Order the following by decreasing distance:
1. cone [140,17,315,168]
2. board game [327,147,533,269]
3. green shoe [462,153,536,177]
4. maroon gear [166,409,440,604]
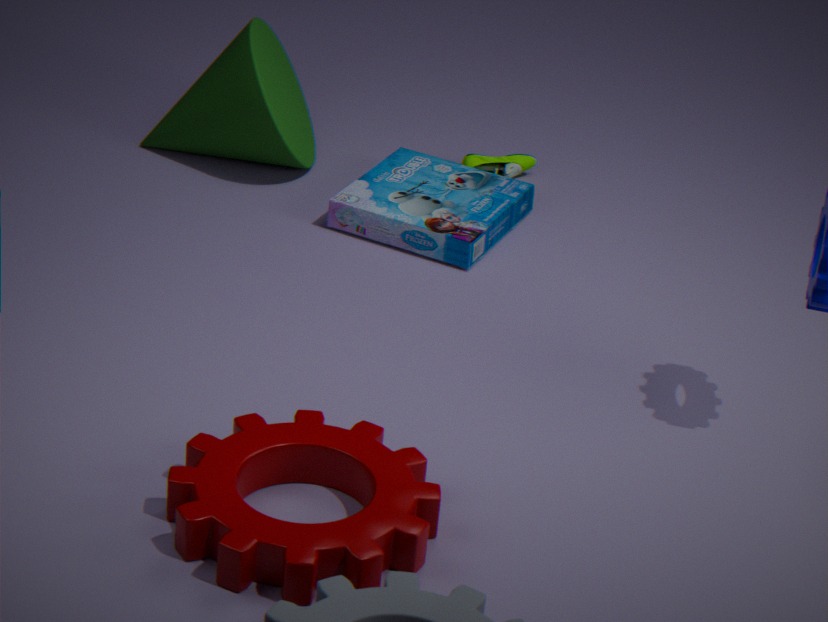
1. green shoe [462,153,536,177]
2. cone [140,17,315,168]
3. board game [327,147,533,269]
4. maroon gear [166,409,440,604]
